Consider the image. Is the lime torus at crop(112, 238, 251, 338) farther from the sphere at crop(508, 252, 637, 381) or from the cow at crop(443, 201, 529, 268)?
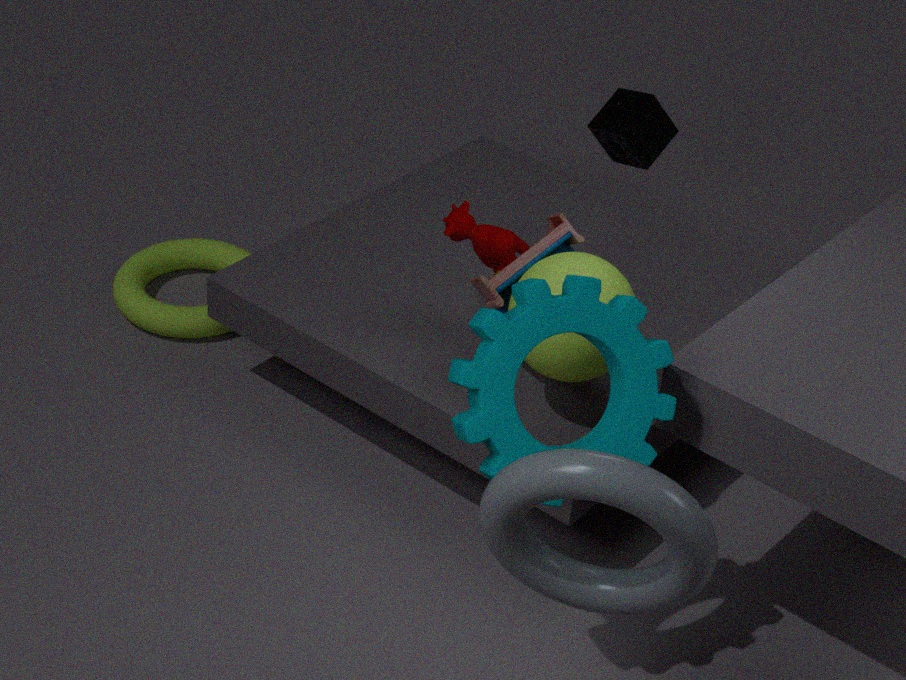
the sphere at crop(508, 252, 637, 381)
